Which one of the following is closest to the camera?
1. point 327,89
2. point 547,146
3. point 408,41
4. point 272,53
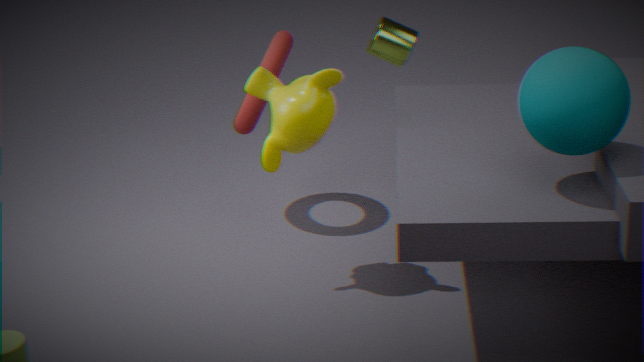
point 547,146
